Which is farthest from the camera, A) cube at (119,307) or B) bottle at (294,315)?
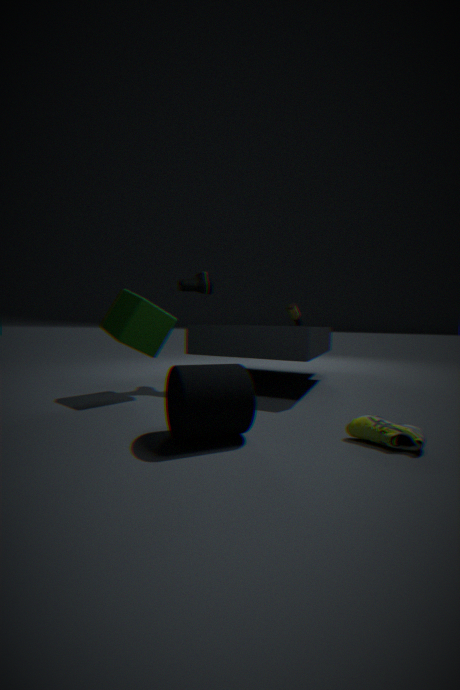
B. bottle at (294,315)
